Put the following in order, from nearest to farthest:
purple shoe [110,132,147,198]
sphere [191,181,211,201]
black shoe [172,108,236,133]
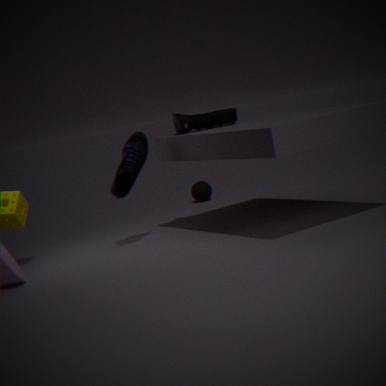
1. purple shoe [110,132,147,198]
2. black shoe [172,108,236,133]
3. sphere [191,181,211,201]
